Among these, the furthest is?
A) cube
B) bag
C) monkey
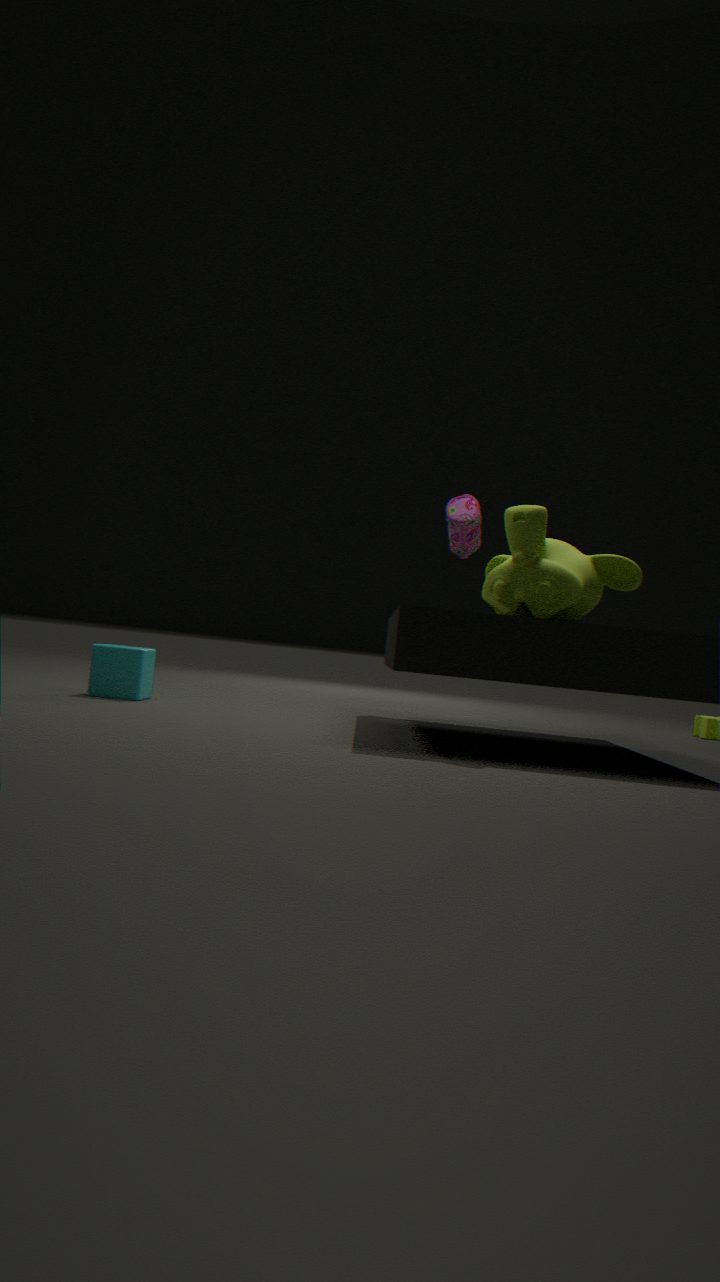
bag
